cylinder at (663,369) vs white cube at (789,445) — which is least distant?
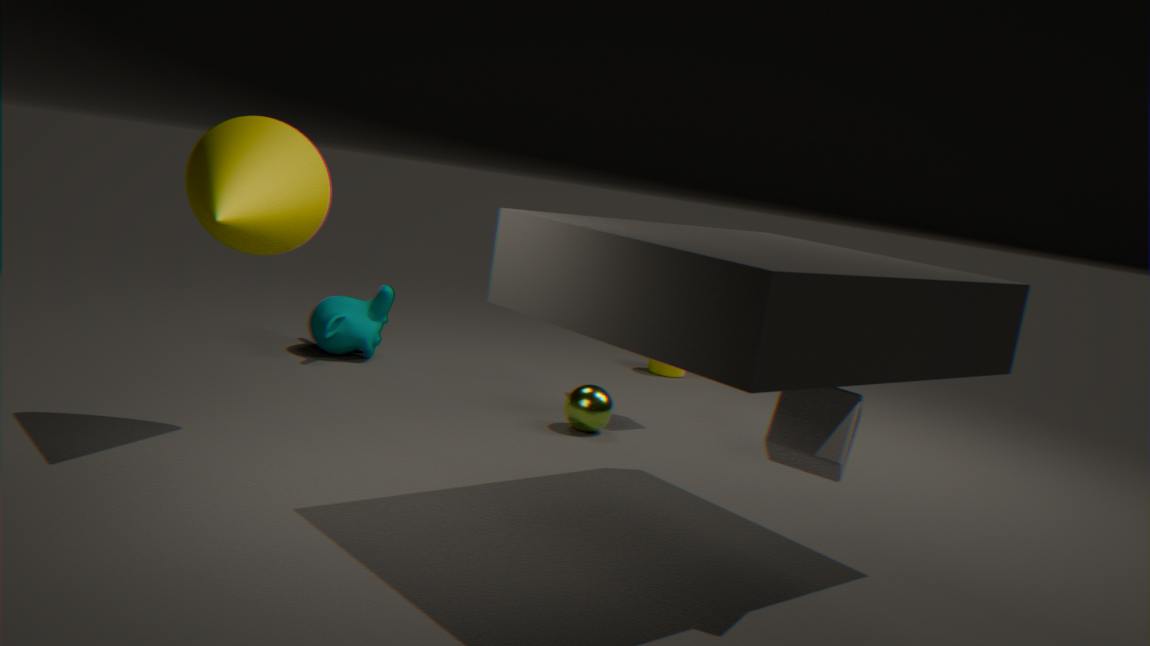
white cube at (789,445)
